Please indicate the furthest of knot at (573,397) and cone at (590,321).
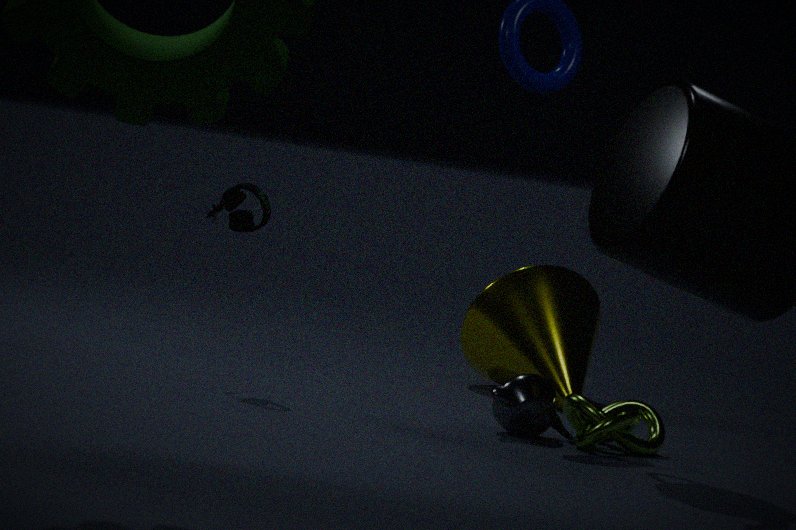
cone at (590,321)
